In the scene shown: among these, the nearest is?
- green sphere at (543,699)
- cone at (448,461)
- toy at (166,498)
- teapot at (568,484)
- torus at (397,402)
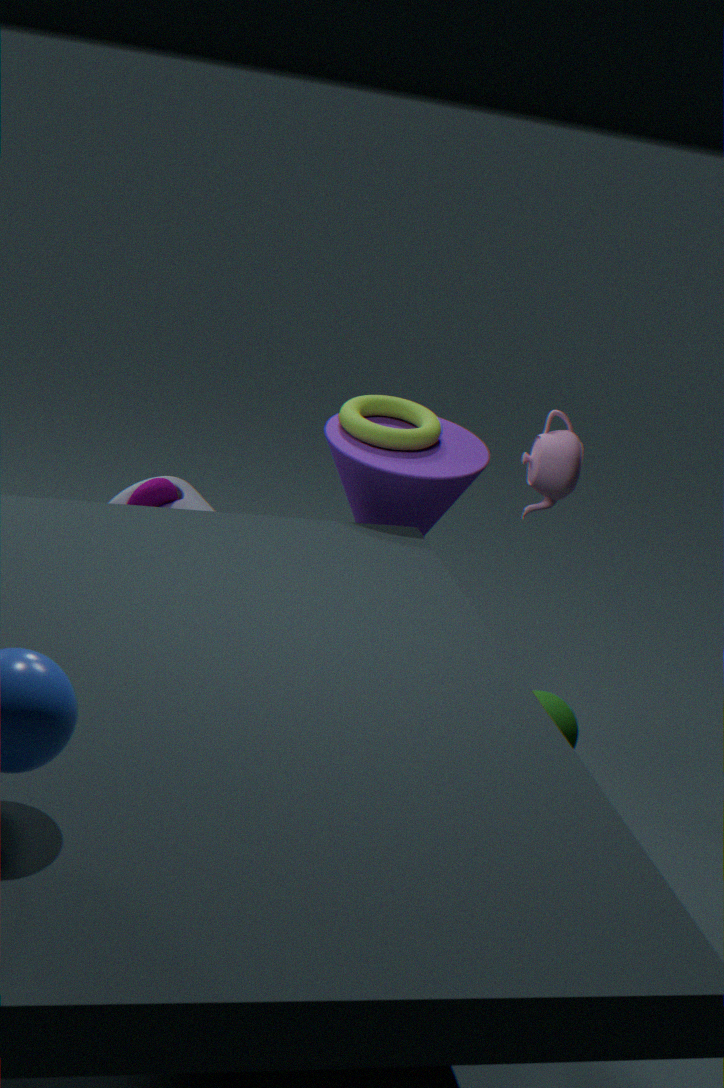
green sphere at (543,699)
